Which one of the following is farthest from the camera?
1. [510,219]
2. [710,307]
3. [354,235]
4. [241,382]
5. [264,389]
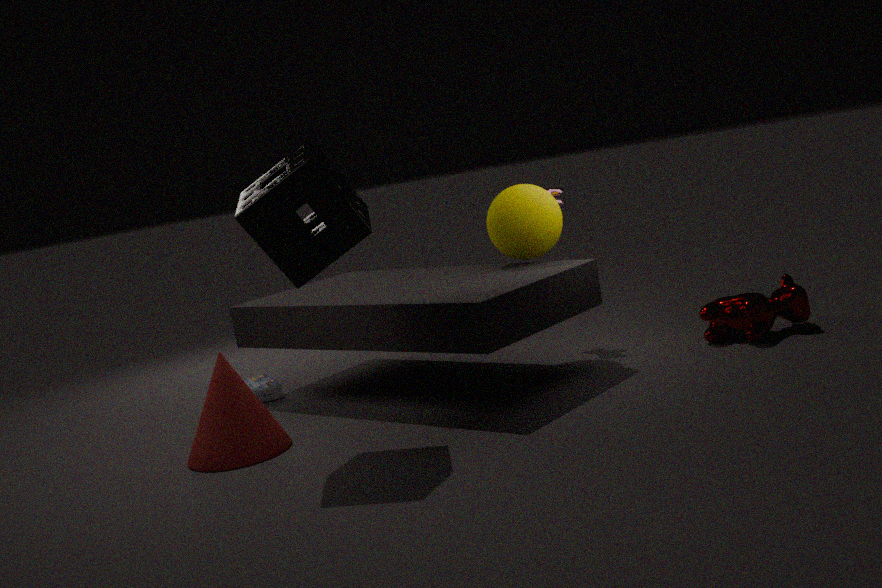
[264,389]
